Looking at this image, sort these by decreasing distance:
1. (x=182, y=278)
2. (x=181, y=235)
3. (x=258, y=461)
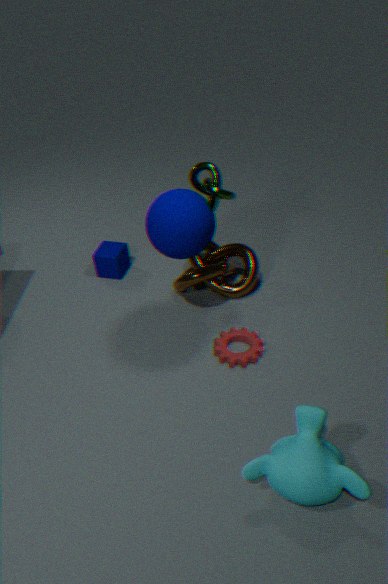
(x=182, y=278)
(x=181, y=235)
(x=258, y=461)
